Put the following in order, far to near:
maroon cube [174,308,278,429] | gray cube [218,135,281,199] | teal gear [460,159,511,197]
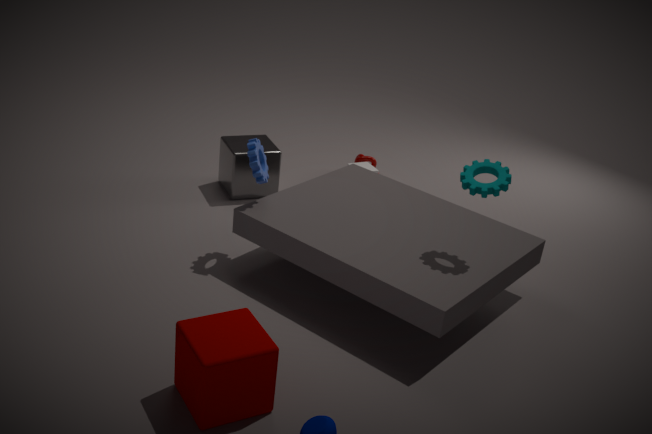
gray cube [218,135,281,199], teal gear [460,159,511,197], maroon cube [174,308,278,429]
